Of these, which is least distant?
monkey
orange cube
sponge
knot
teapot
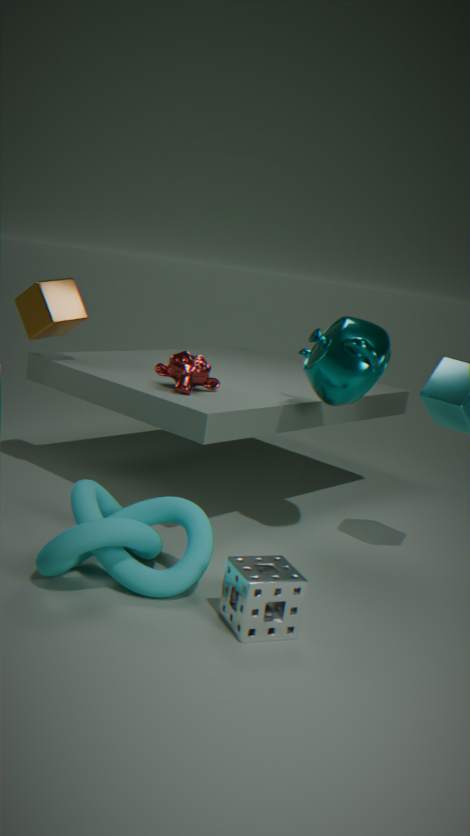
sponge
